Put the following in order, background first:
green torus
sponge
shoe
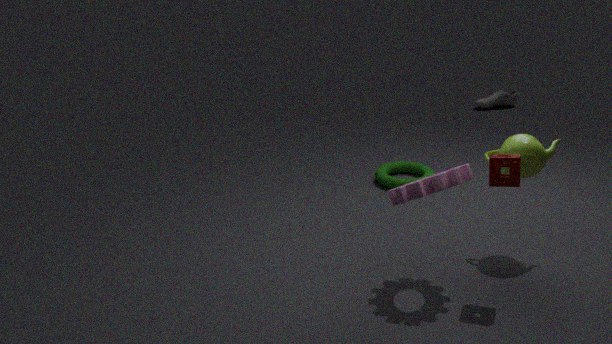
shoe → green torus → sponge
